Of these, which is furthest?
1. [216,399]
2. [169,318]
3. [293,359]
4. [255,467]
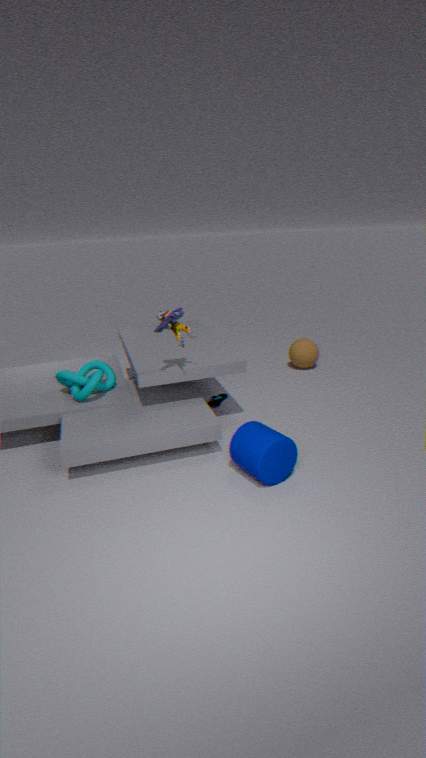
[293,359]
